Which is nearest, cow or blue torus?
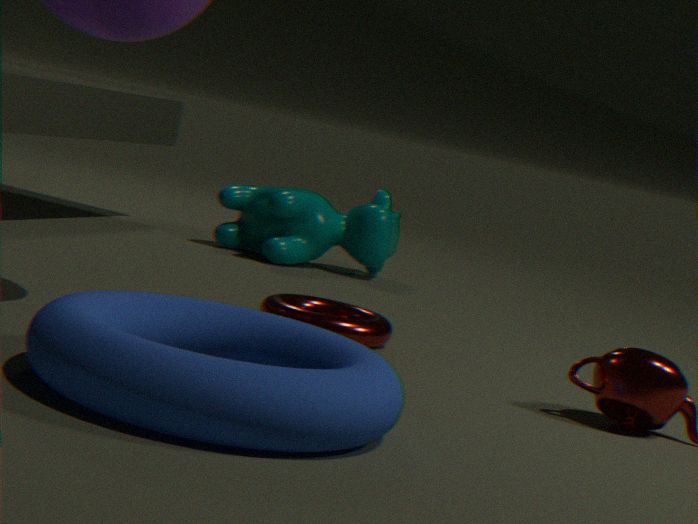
blue torus
